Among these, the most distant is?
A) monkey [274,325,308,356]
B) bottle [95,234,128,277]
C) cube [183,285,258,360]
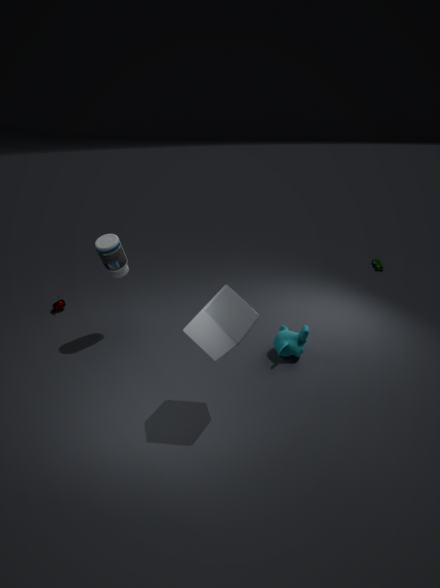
bottle [95,234,128,277]
